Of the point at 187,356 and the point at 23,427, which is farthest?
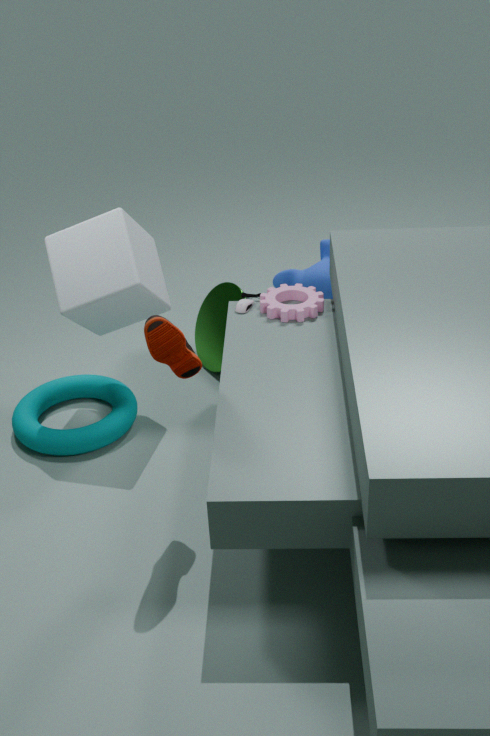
the point at 23,427
